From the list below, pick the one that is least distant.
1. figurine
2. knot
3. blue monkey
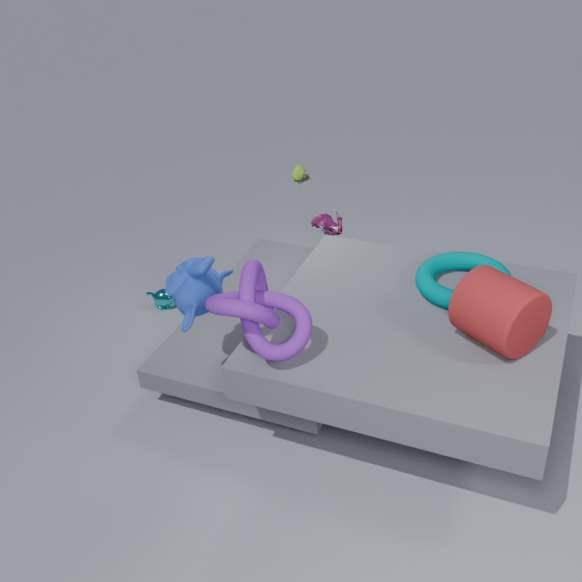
knot
